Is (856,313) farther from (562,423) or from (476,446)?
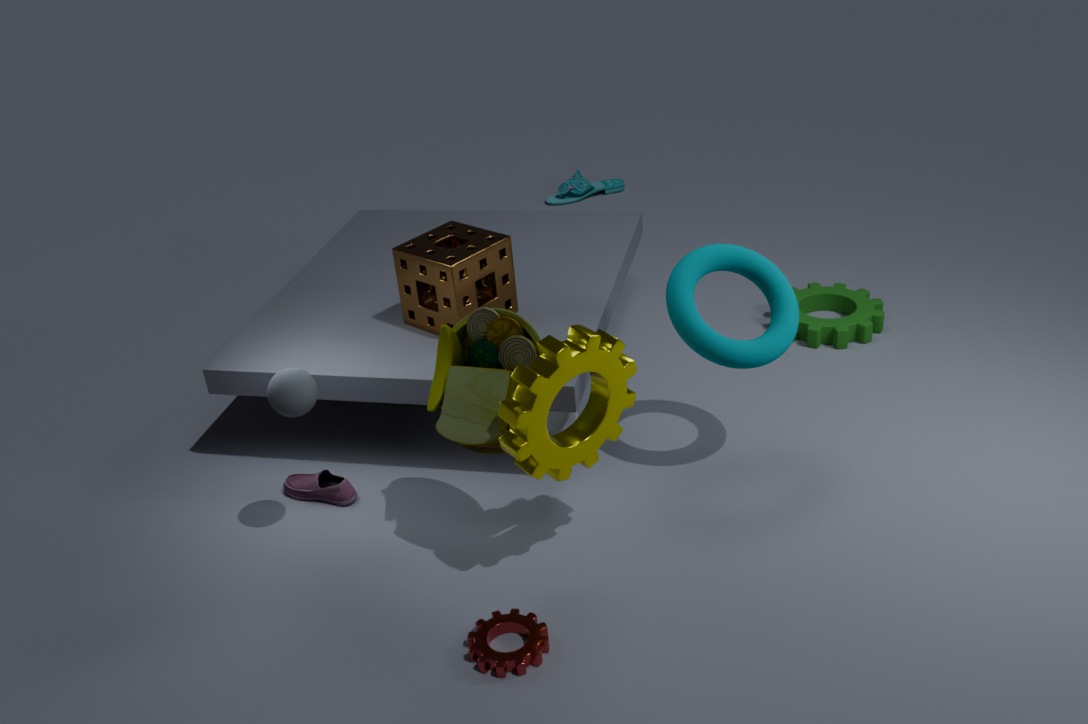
(476,446)
